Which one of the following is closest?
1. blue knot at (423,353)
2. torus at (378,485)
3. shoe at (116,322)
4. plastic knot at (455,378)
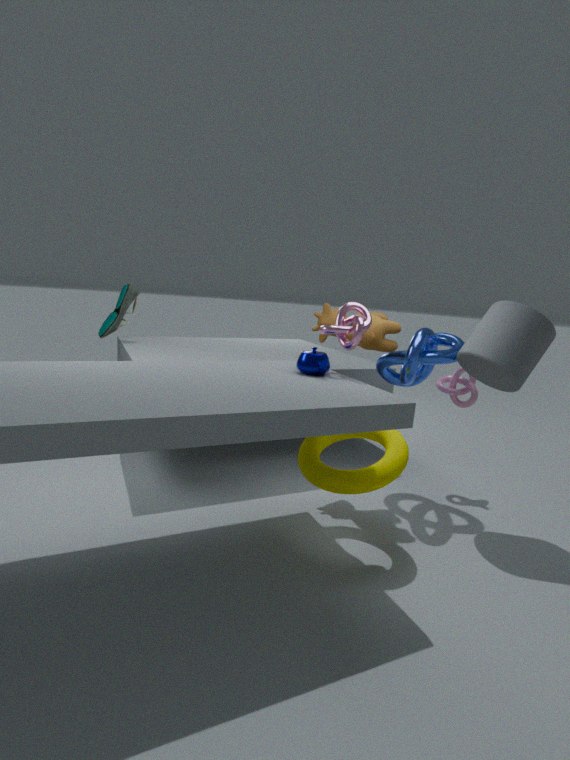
torus at (378,485)
